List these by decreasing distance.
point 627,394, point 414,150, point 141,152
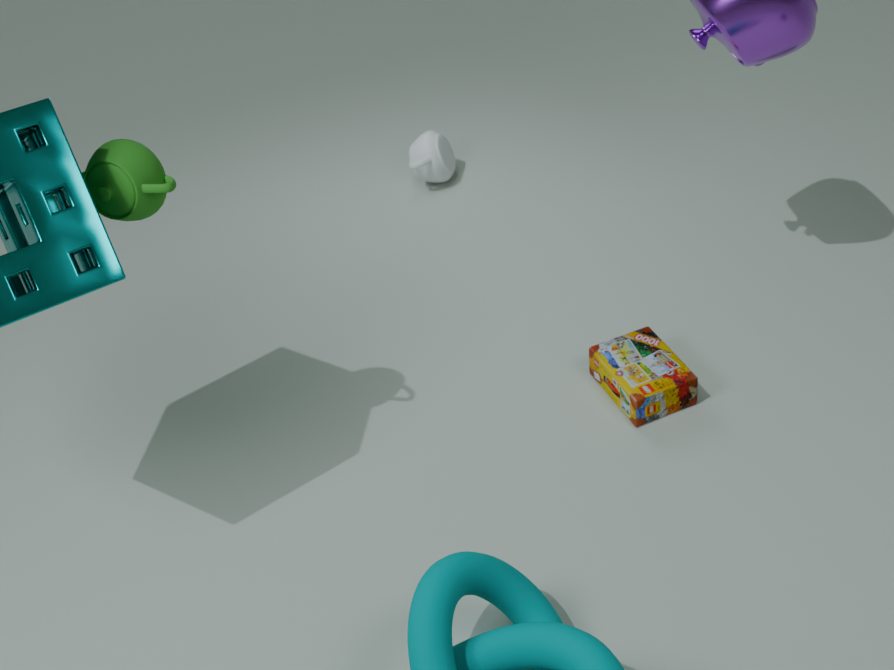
point 414,150 → point 627,394 → point 141,152
